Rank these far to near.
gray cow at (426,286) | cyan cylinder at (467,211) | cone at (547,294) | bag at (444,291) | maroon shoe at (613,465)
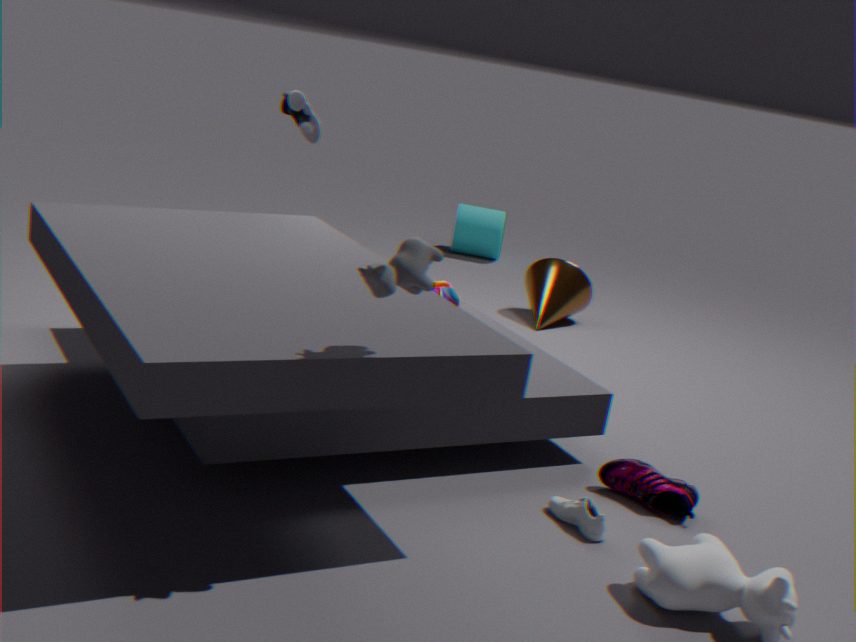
1. cyan cylinder at (467,211)
2. cone at (547,294)
3. bag at (444,291)
4. maroon shoe at (613,465)
5. gray cow at (426,286)
